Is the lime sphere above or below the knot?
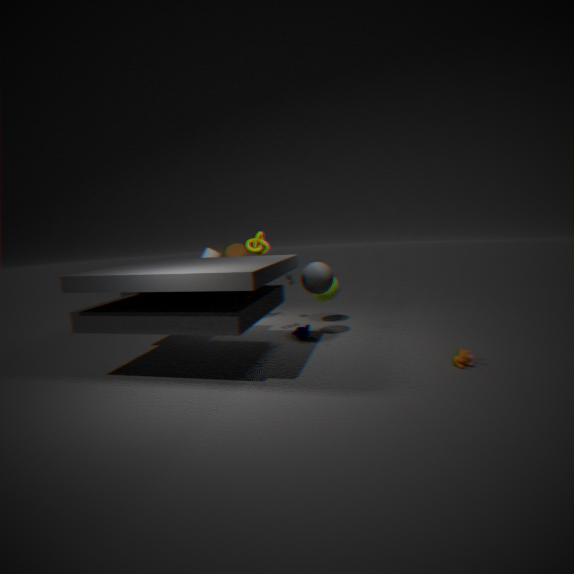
below
